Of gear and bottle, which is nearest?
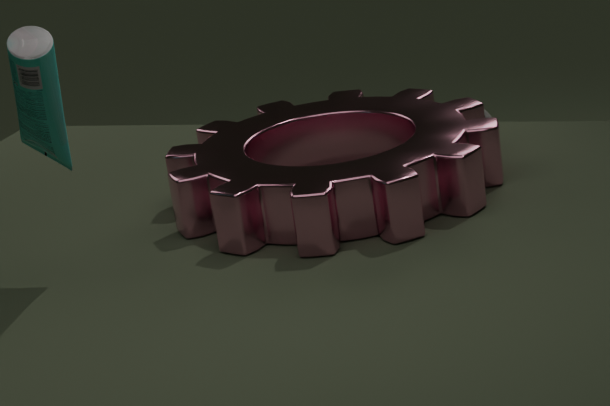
bottle
